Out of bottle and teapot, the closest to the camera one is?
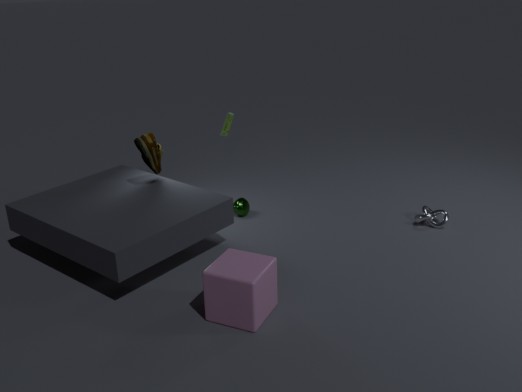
bottle
